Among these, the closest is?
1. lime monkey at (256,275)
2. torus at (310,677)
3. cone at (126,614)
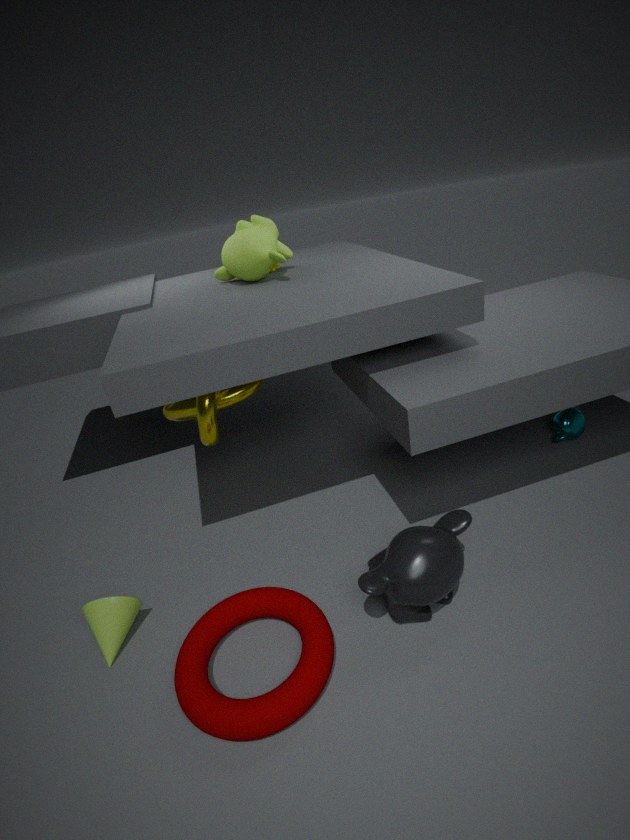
torus at (310,677)
